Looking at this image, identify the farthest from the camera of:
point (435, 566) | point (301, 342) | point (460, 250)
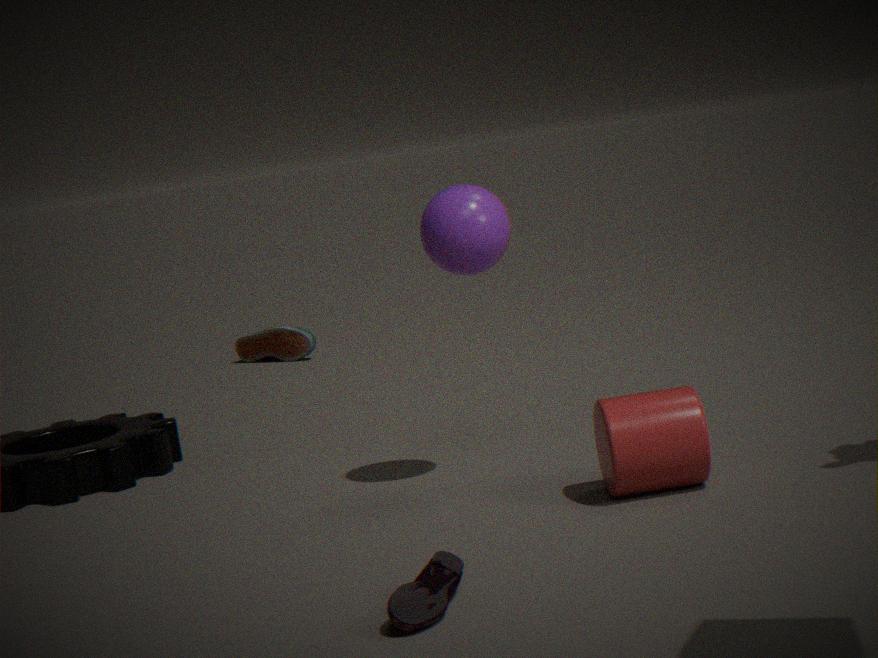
point (301, 342)
